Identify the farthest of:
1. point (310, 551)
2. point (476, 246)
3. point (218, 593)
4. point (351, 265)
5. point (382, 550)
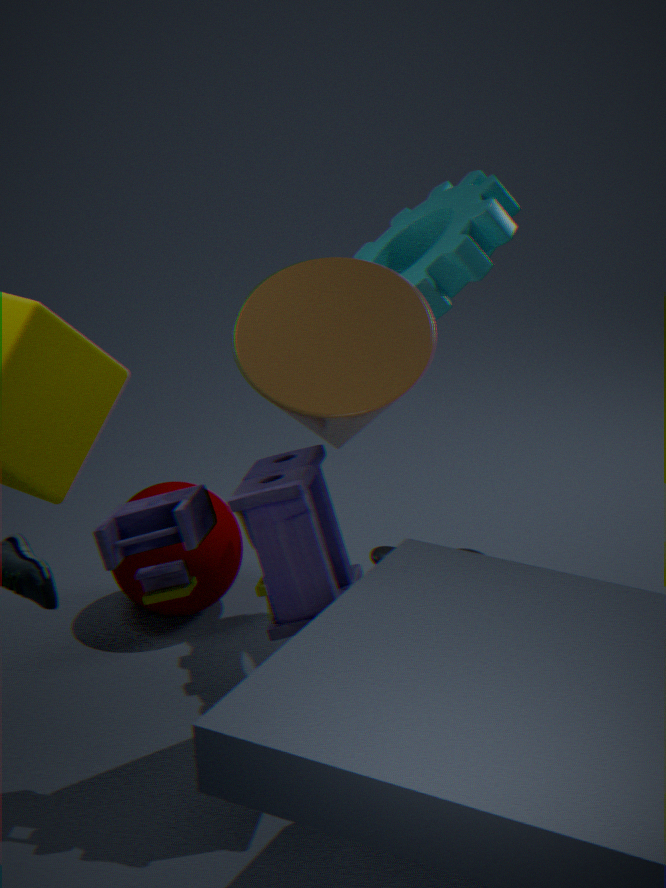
point (218, 593)
